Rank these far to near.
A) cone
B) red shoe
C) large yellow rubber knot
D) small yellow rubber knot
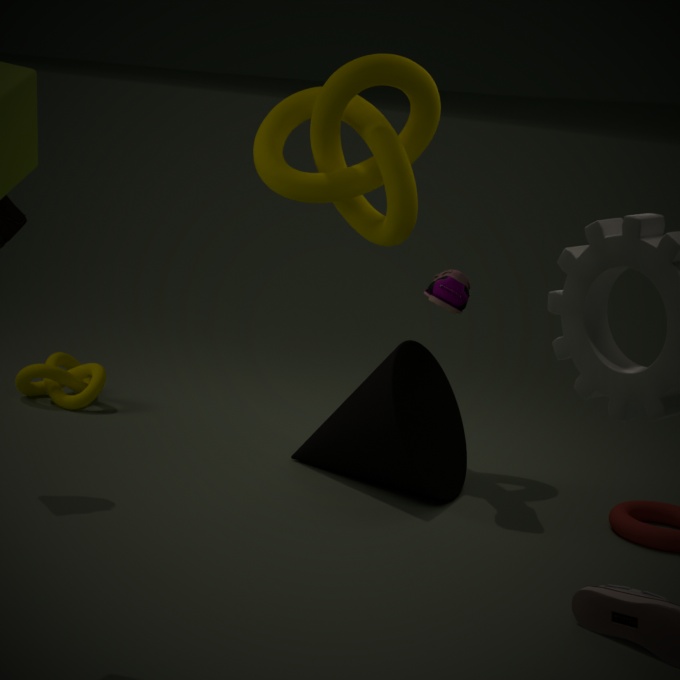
D. small yellow rubber knot → C. large yellow rubber knot → A. cone → B. red shoe
